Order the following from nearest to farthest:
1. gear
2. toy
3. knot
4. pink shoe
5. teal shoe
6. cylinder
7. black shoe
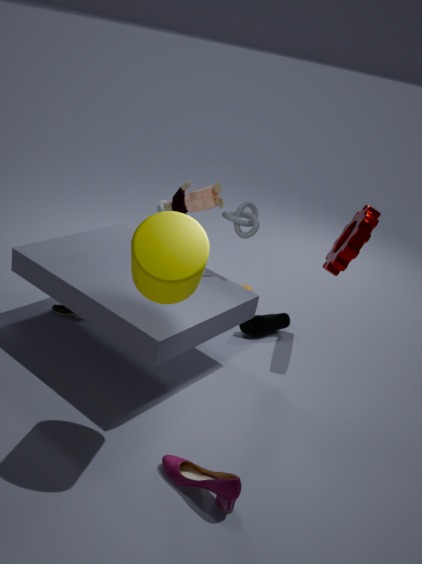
1. cylinder
2. pink shoe
3. knot
4. gear
5. toy
6. black shoe
7. teal shoe
